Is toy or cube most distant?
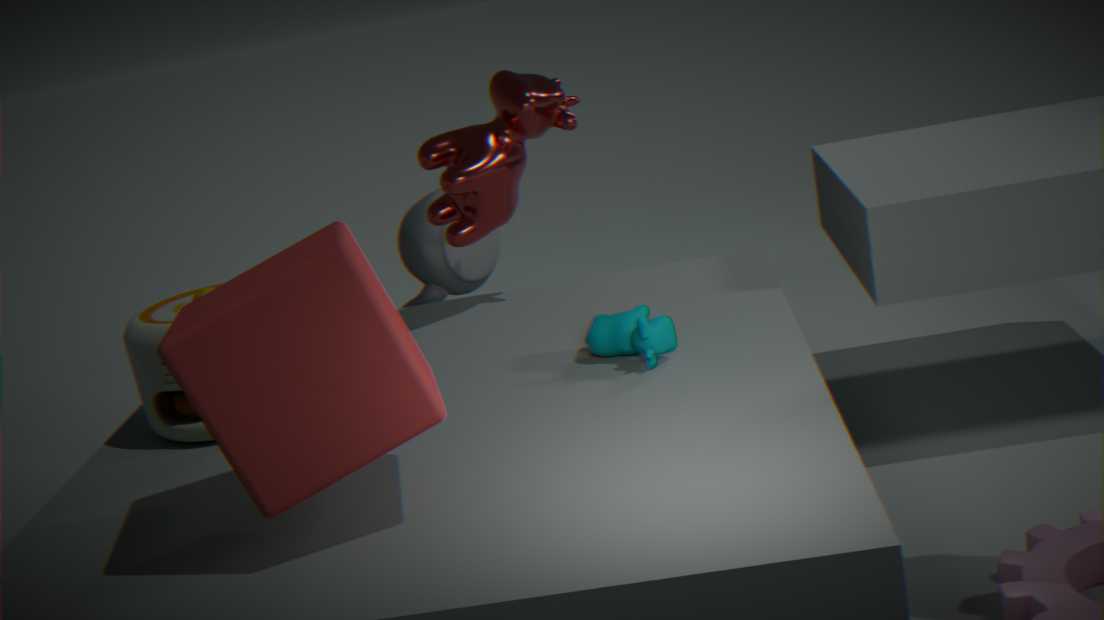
toy
